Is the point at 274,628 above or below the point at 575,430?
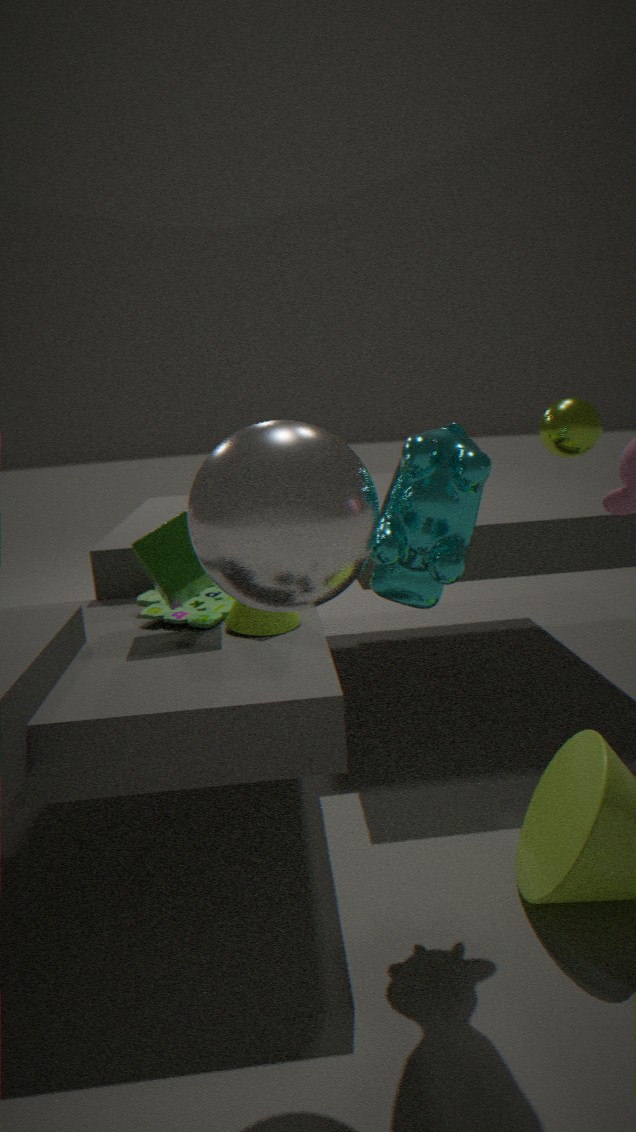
below
